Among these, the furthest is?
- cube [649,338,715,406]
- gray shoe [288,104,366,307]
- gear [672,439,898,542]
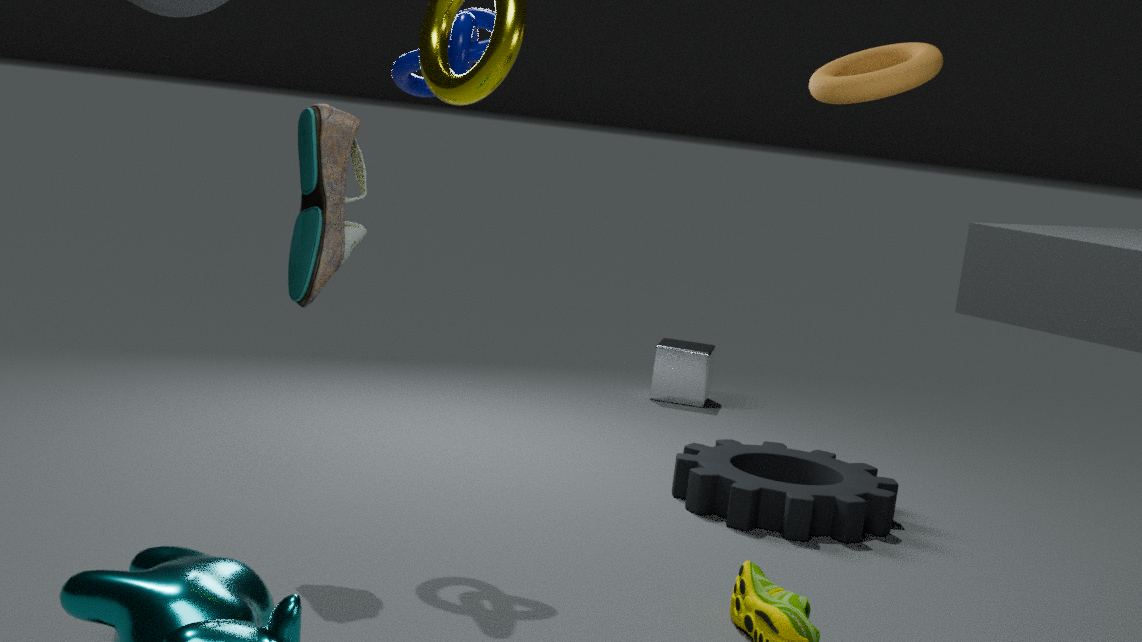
cube [649,338,715,406]
